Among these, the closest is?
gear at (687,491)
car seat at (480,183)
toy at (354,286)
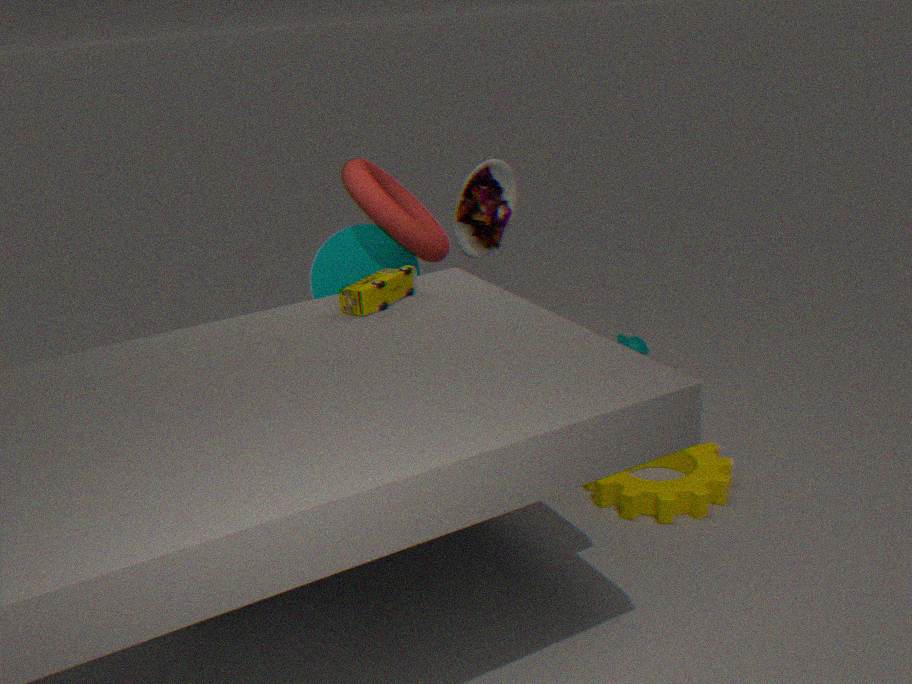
toy at (354,286)
